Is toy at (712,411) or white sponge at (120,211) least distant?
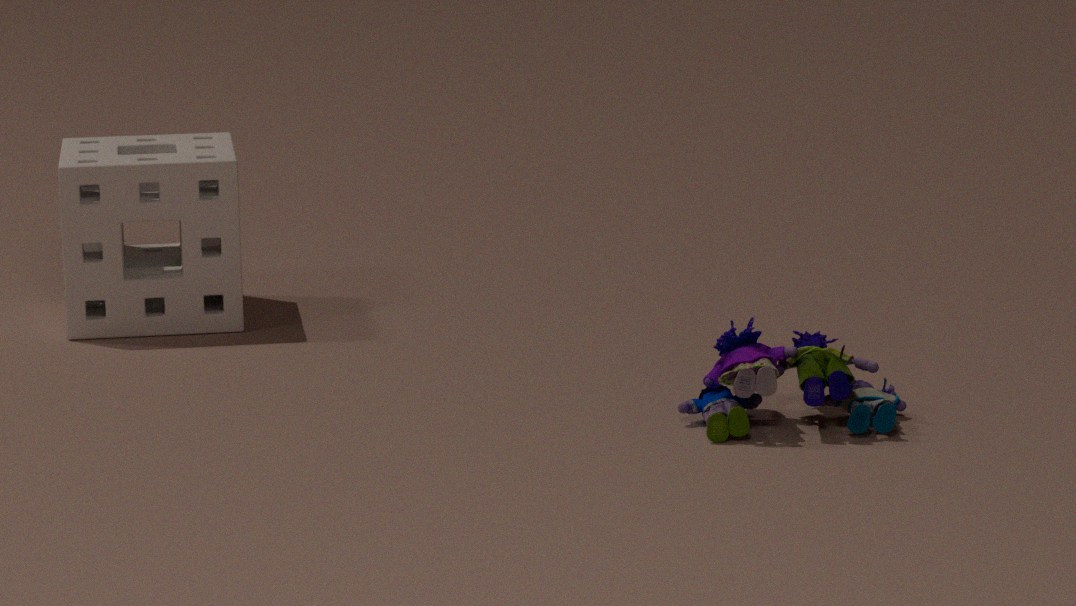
toy at (712,411)
